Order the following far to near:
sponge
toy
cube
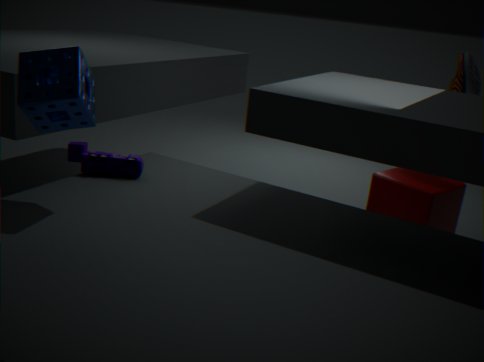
cube
toy
sponge
